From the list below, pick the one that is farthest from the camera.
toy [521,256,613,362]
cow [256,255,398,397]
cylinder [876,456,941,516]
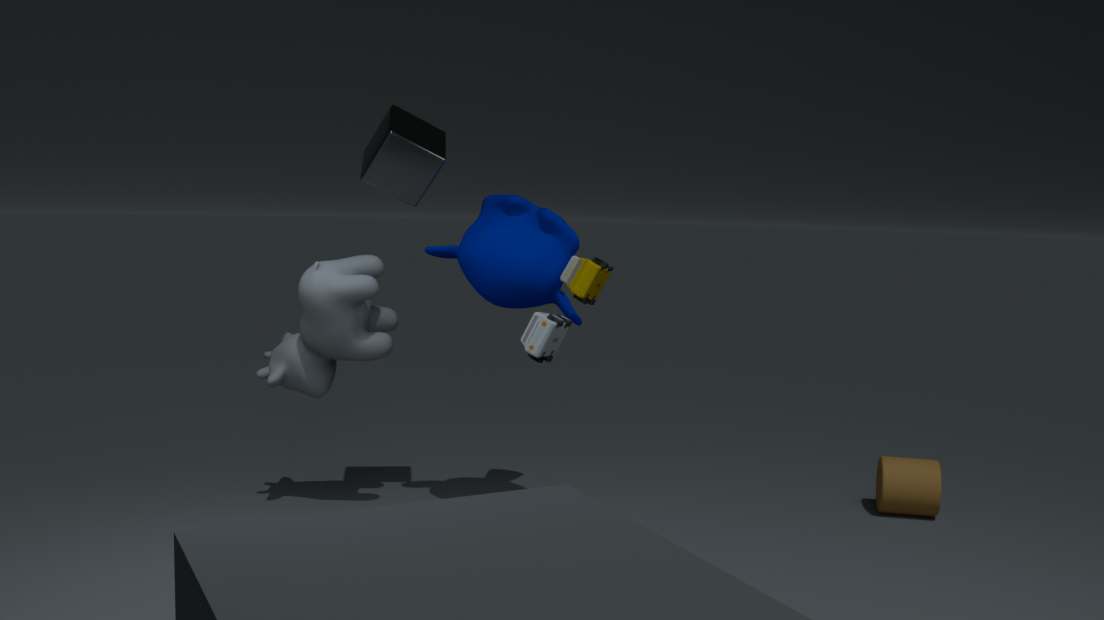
cylinder [876,456,941,516]
